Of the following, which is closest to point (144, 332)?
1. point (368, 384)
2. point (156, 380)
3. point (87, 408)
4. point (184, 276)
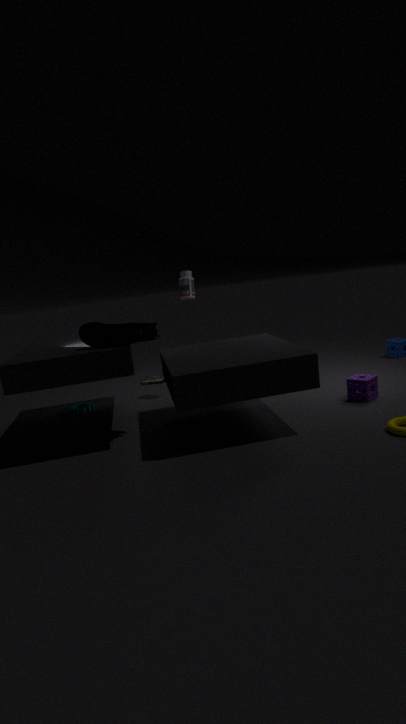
point (184, 276)
